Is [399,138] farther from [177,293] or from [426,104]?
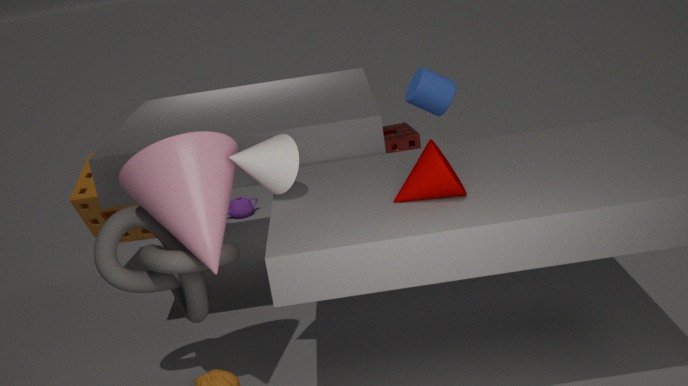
[177,293]
